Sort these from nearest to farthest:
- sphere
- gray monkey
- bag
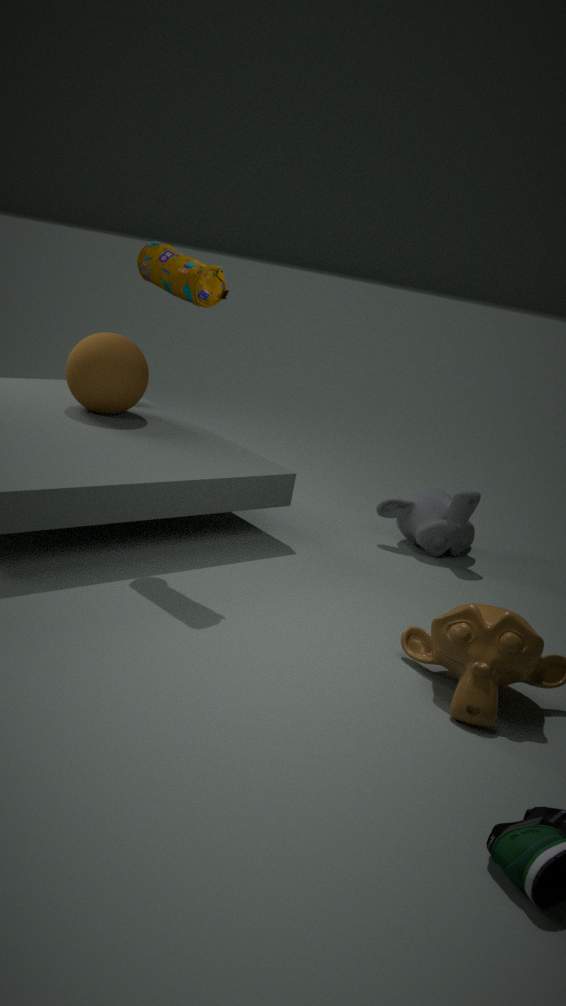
bag → gray monkey → sphere
